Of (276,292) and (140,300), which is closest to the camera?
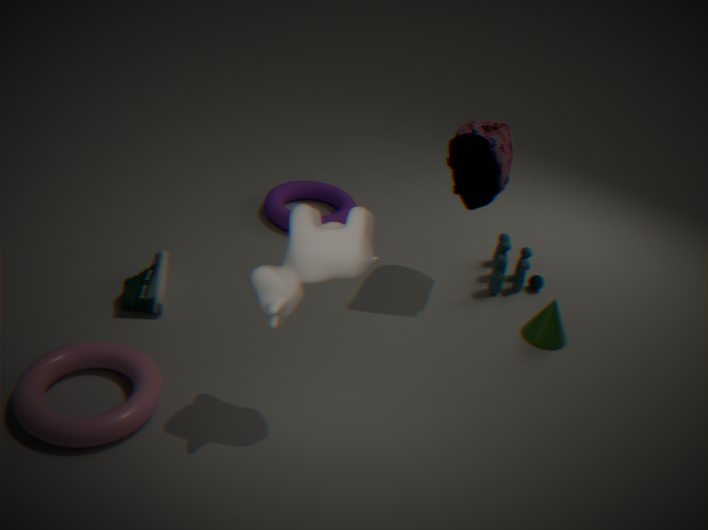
(276,292)
